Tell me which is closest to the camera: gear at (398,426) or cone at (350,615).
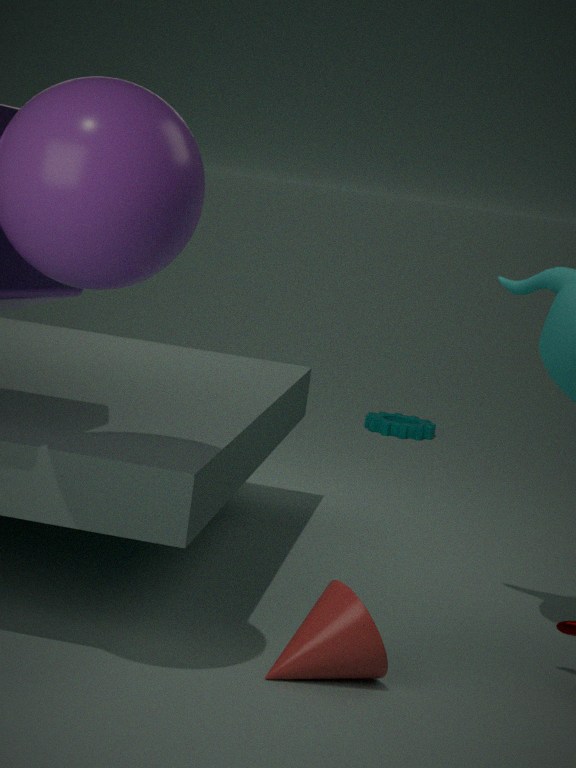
cone at (350,615)
